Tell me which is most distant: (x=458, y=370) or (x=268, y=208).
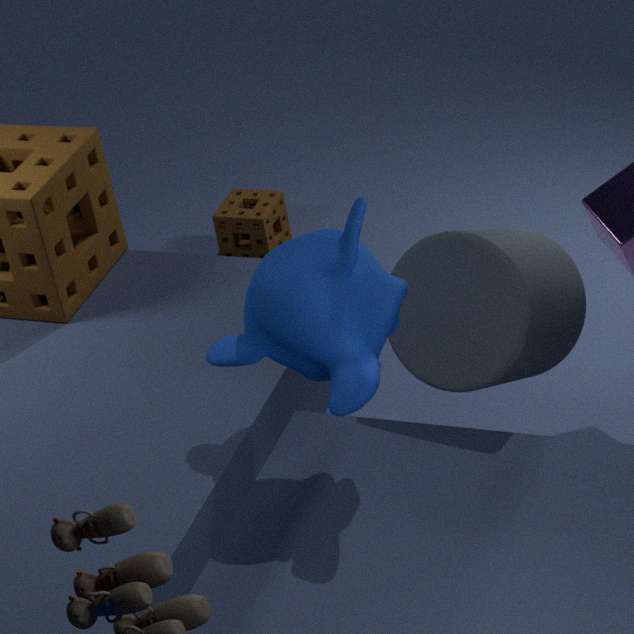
(x=268, y=208)
